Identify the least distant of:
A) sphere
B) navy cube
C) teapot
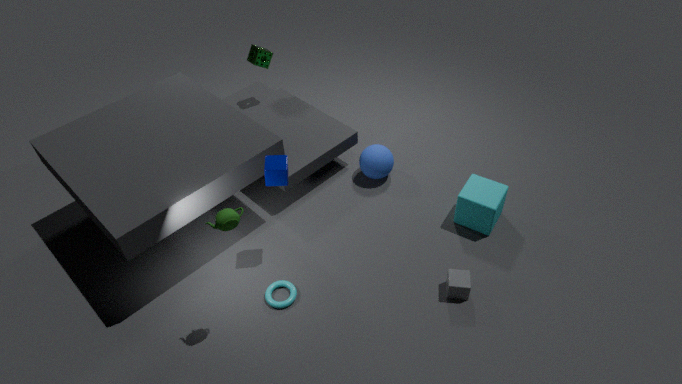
teapot
